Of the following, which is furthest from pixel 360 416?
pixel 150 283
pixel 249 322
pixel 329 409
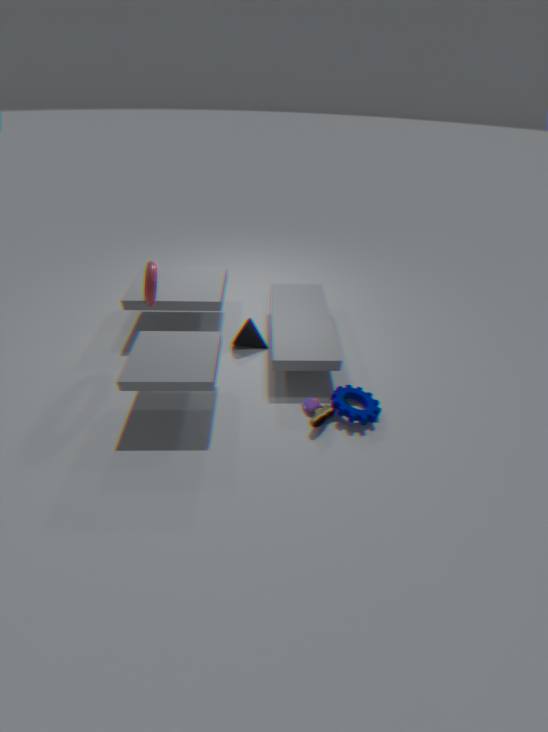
pixel 150 283
